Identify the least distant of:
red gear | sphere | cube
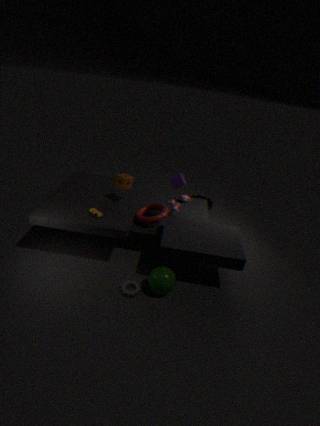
sphere
